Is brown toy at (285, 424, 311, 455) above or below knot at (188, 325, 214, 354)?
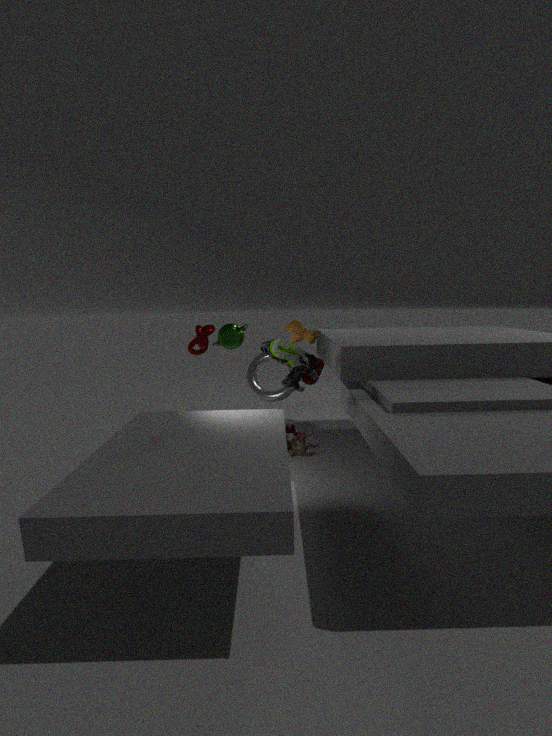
below
